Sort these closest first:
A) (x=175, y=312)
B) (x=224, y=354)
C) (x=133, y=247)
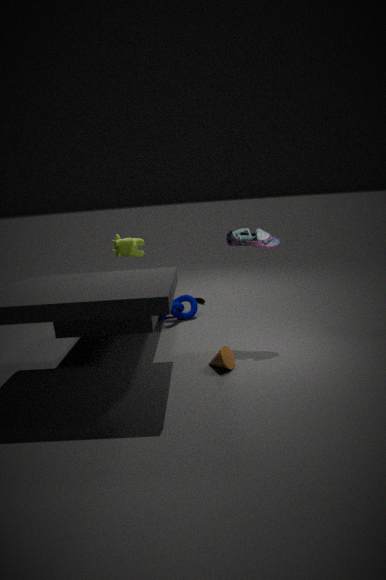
(x=224, y=354) → (x=133, y=247) → (x=175, y=312)
